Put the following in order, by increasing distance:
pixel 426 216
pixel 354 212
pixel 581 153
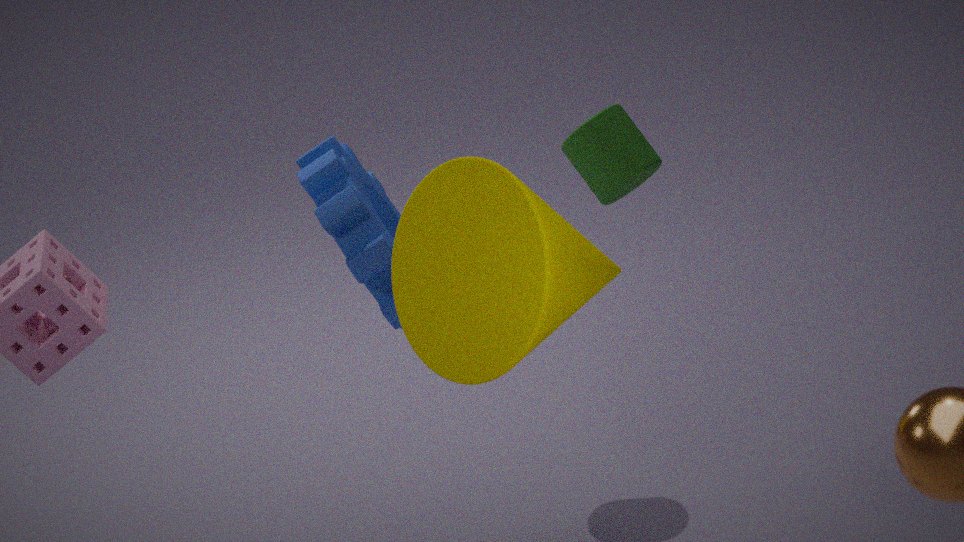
pixel 426 216
pixel 354 212
pixel 581 153
